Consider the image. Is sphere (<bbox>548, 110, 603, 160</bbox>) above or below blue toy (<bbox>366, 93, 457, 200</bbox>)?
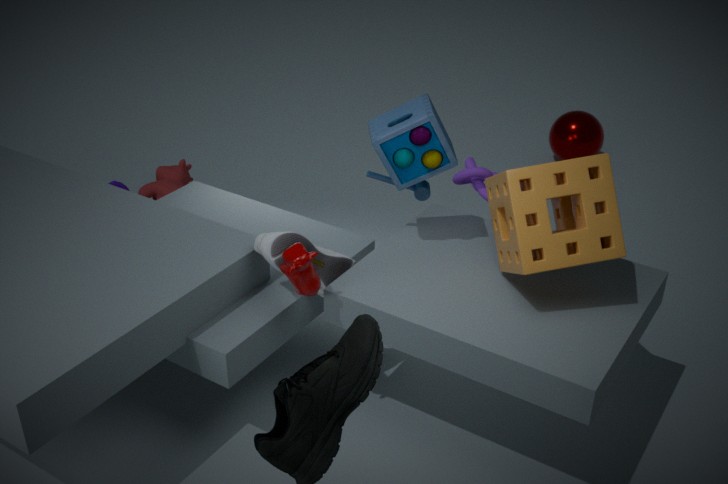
below
